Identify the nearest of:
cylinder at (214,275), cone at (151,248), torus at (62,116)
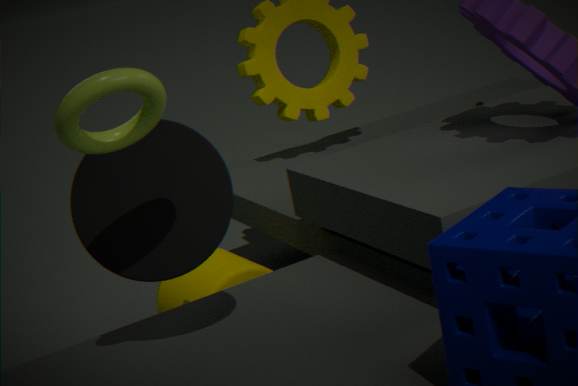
torus at (62,116)
